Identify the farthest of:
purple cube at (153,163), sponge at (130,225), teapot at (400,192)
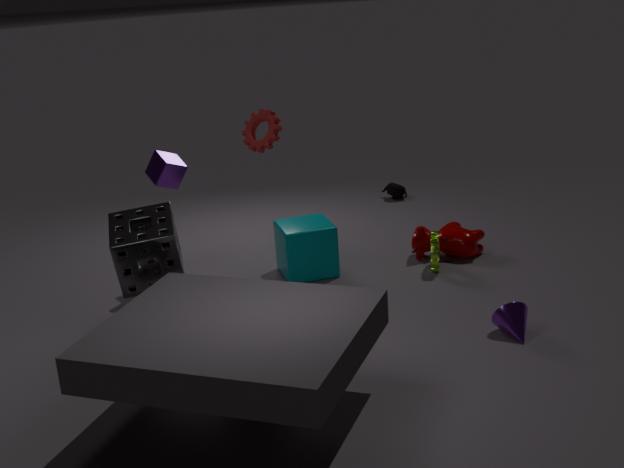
teapot at (400,192)
